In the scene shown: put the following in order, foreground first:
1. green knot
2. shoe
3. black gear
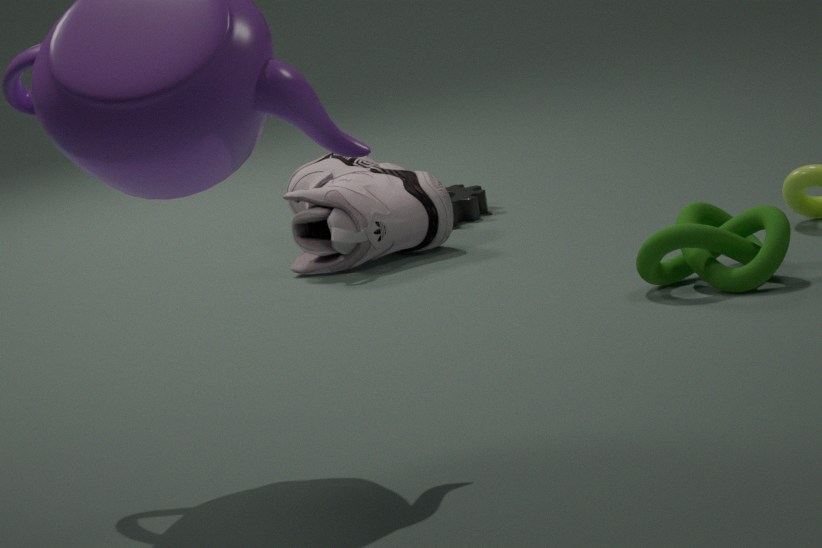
1. green knot
2. shoe
3. black gear
